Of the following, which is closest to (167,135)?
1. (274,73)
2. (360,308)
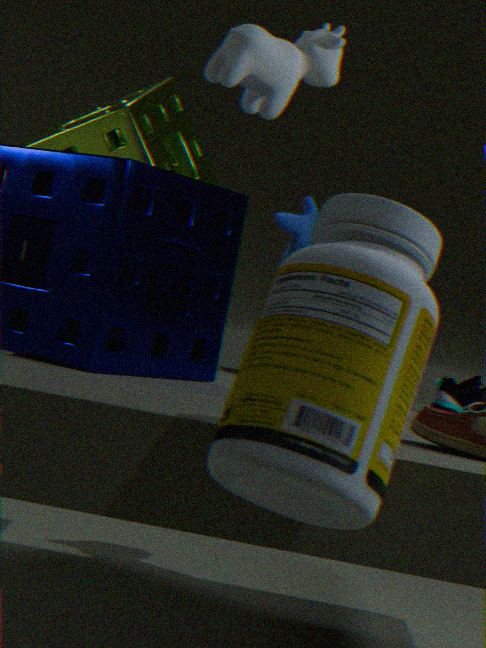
(274,73)
